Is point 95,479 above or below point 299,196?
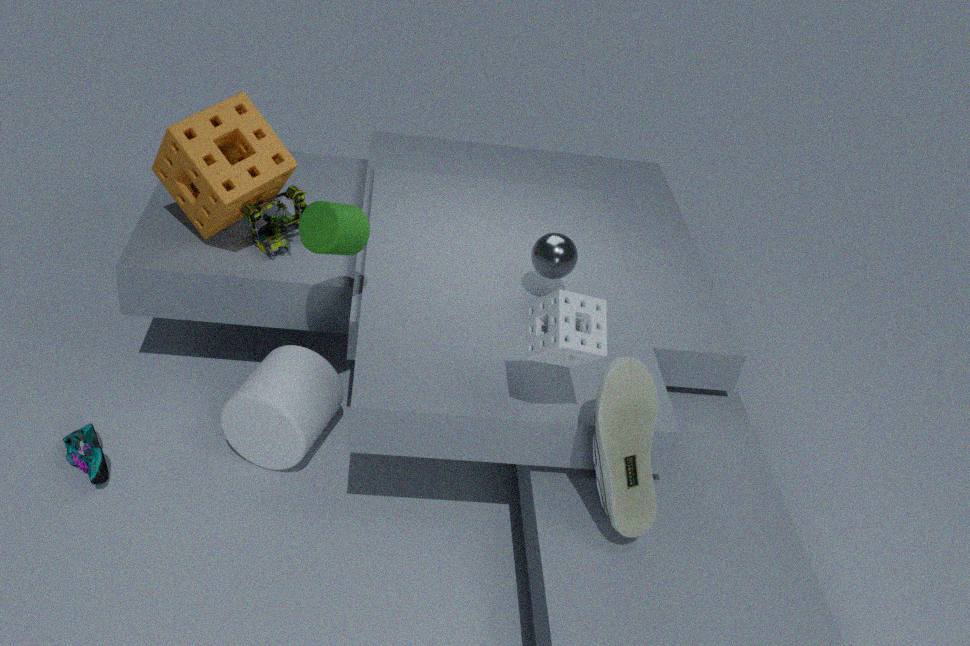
below
